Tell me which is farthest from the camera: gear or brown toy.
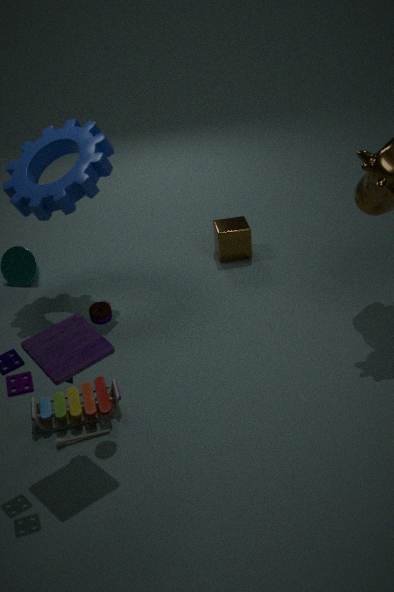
gear
